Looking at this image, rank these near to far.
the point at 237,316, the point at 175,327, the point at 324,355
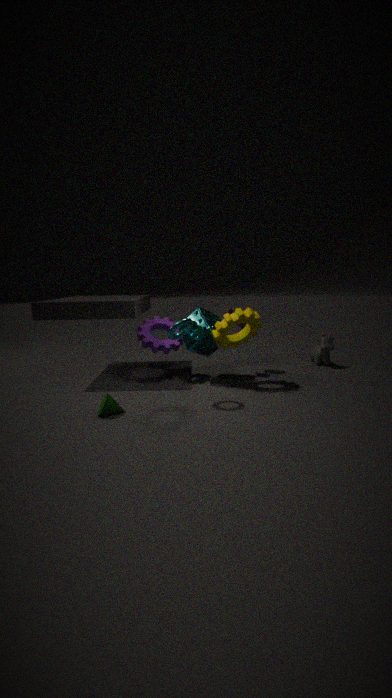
the point at 175,327
the point at 237,316
the point at 324,355
